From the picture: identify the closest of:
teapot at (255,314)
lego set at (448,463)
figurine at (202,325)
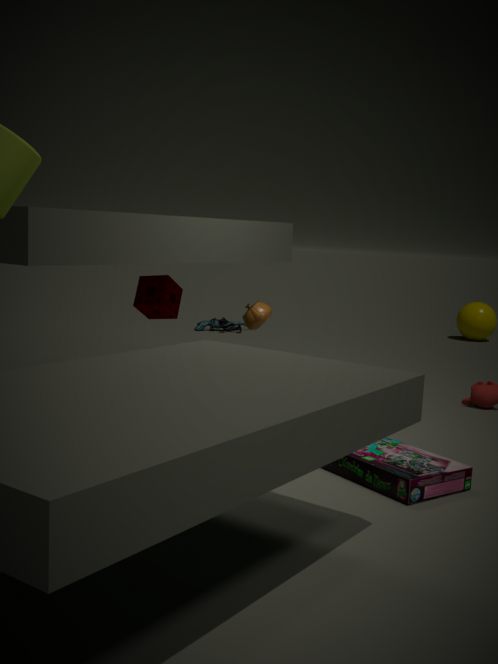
lego set at (448,463)
